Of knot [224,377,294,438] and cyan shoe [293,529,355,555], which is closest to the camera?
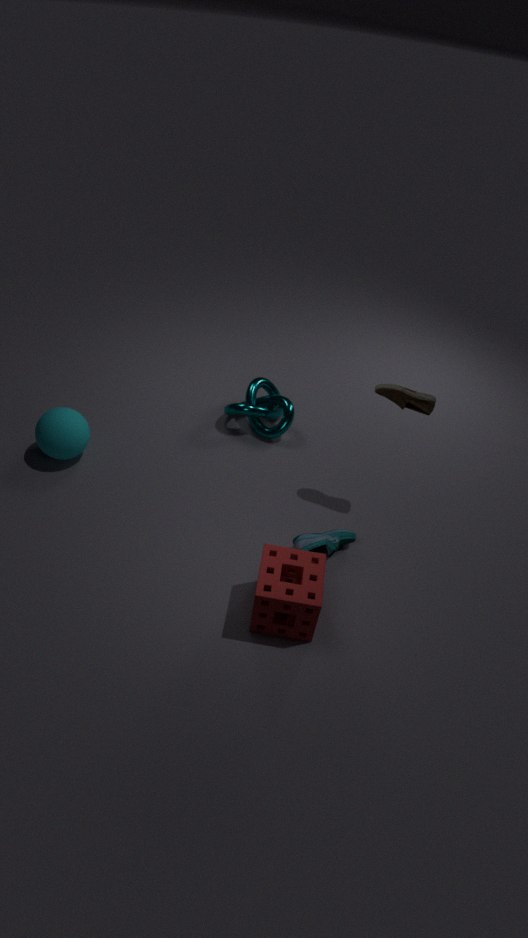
cyan shoe [293,529,355,555]
